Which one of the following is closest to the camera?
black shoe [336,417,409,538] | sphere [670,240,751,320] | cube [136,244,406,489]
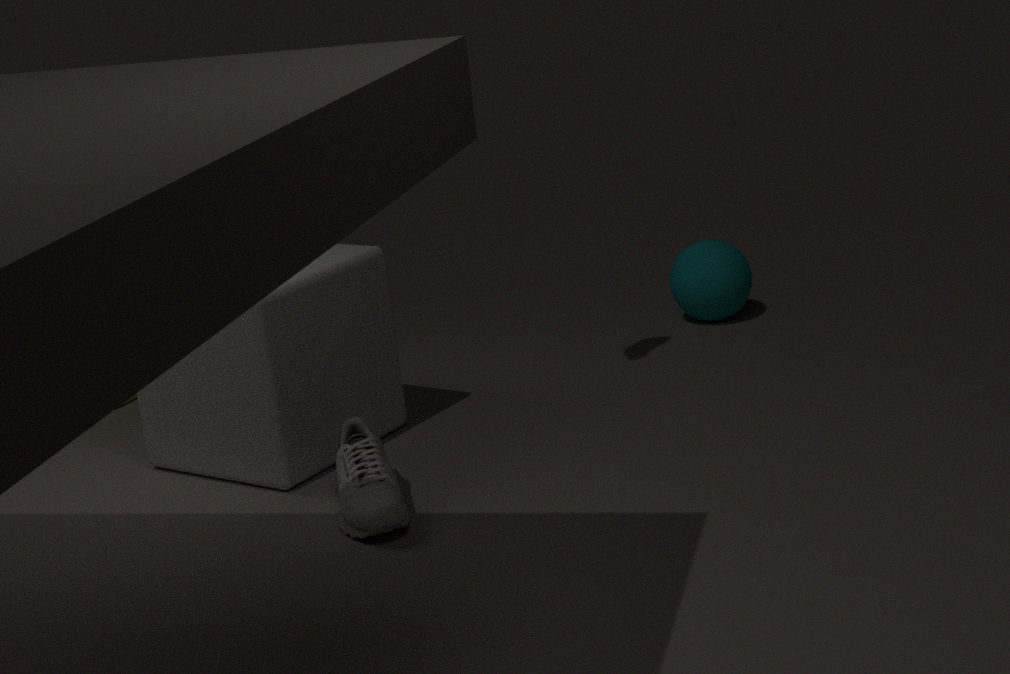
black shoe [336,417,409,538]
